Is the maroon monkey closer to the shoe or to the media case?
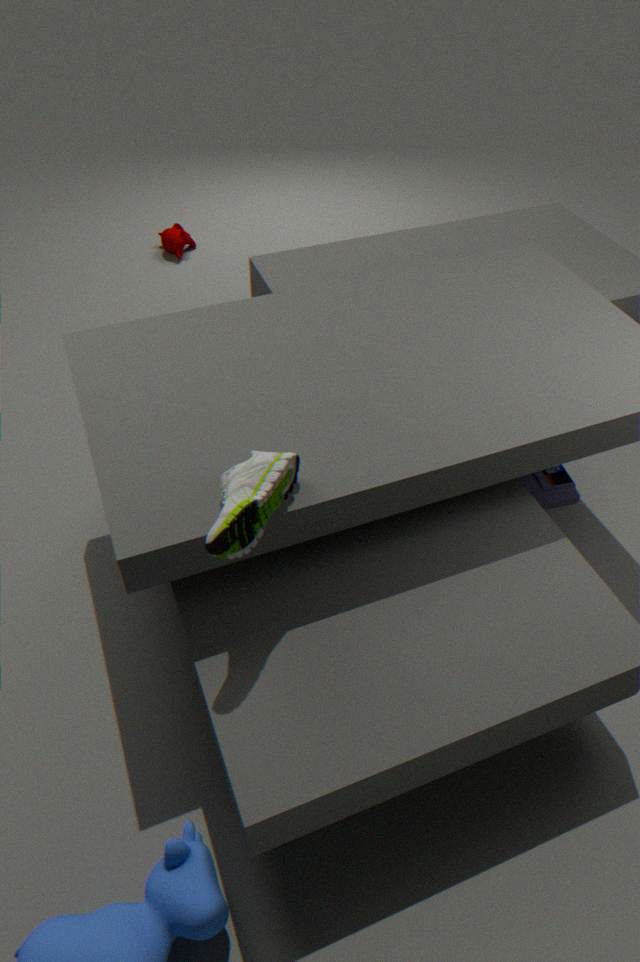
the media case
